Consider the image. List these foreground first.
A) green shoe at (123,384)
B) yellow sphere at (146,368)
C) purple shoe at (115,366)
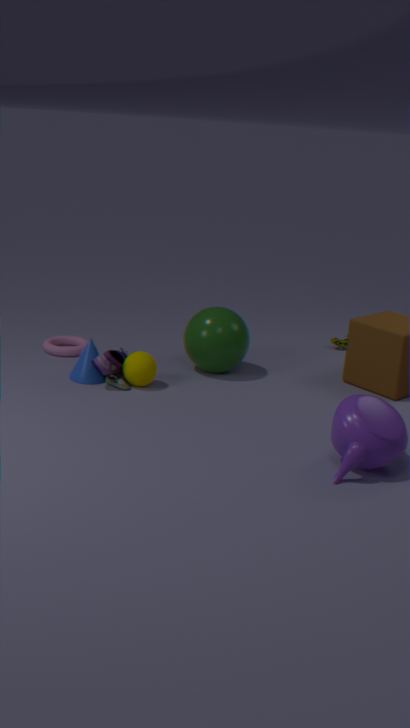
purple shoe at (115,366) → yellow sphere at (146,368) → green shoe at (123,384)
